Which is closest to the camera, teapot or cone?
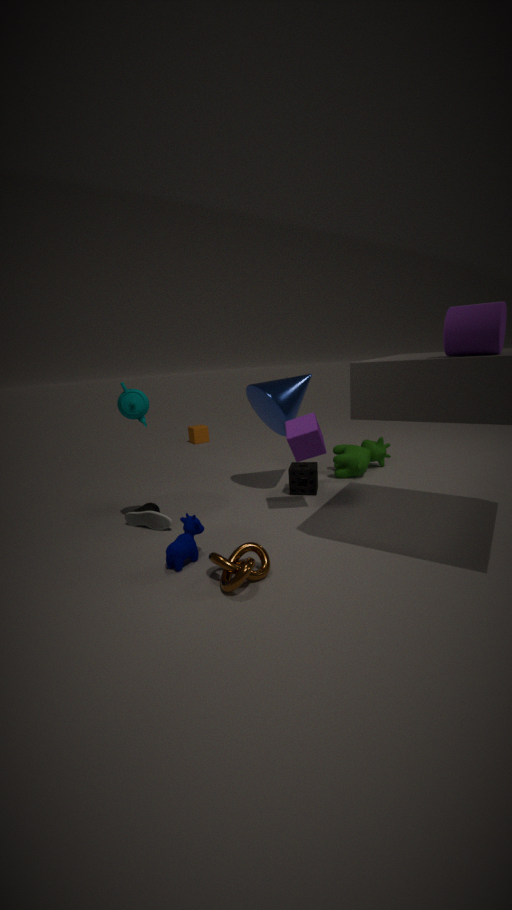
teapot
